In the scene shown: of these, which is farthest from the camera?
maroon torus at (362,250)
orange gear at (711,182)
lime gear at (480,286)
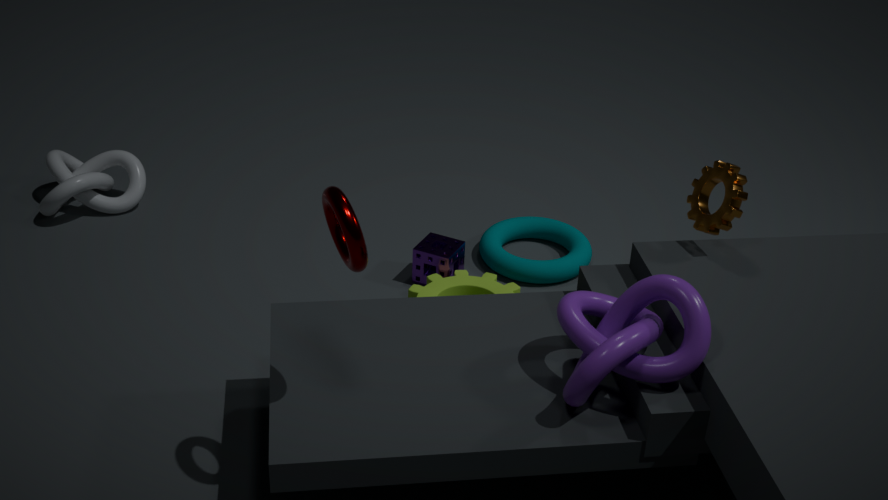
lime gear at (480,286)
